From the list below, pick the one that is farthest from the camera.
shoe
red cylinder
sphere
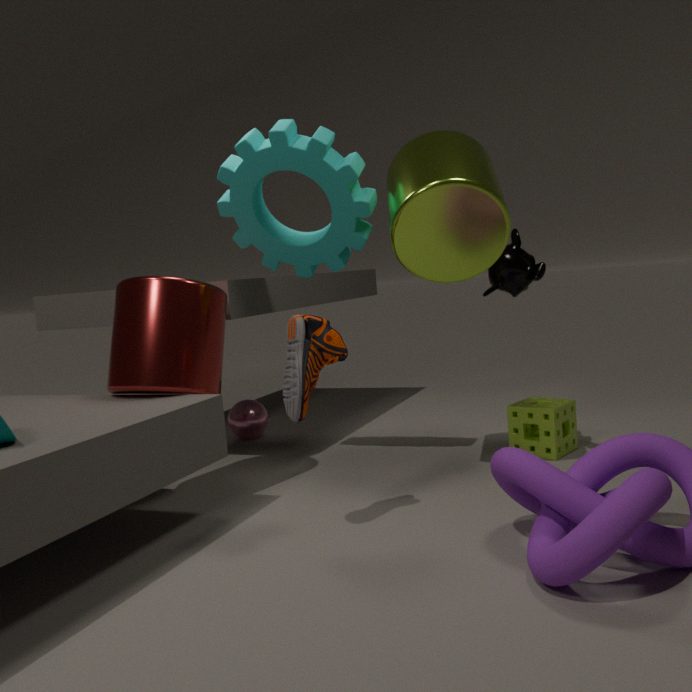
sphere
